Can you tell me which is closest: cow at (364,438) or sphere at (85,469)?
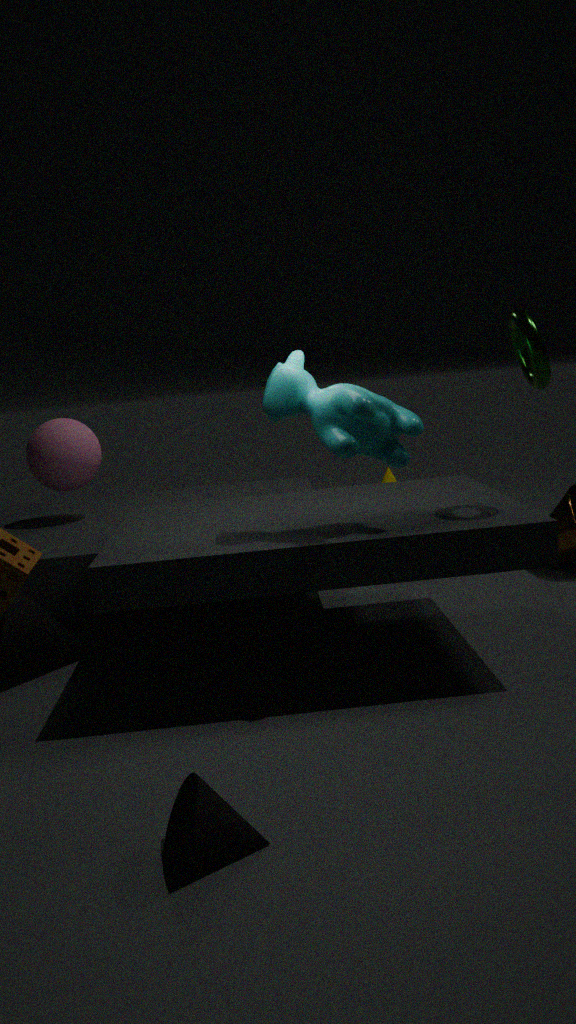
cow at (364,438)
